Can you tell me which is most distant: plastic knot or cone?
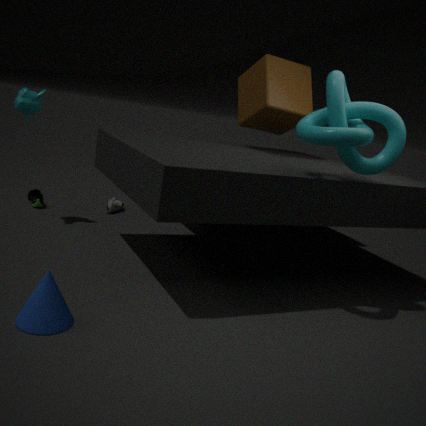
plastic knot
